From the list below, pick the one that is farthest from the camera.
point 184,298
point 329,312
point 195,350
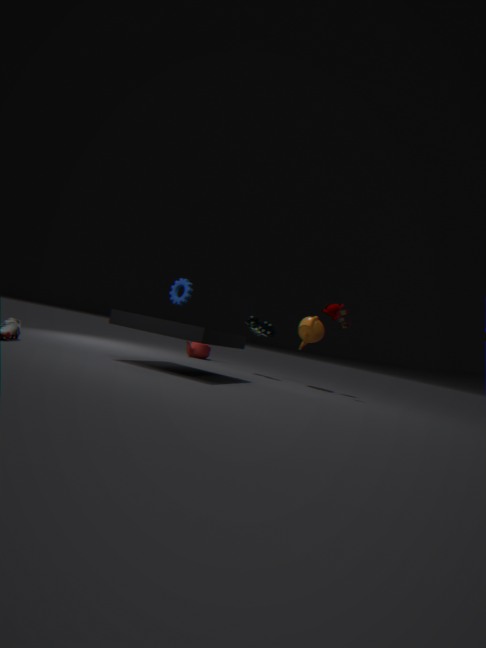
point 195,350
